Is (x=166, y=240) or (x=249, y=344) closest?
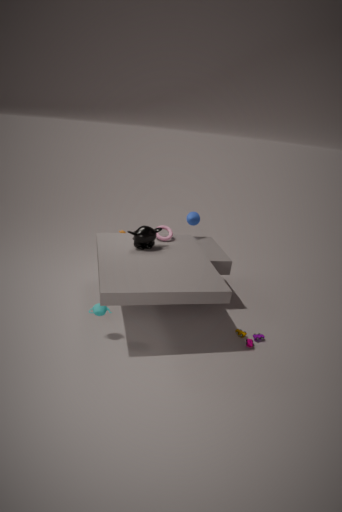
(x=249, y=344)
